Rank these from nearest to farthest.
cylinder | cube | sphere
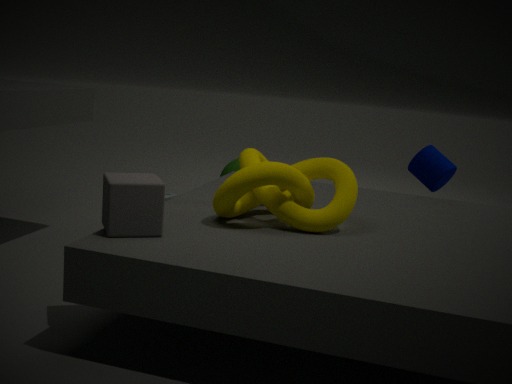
cube → cylinder → sphere
